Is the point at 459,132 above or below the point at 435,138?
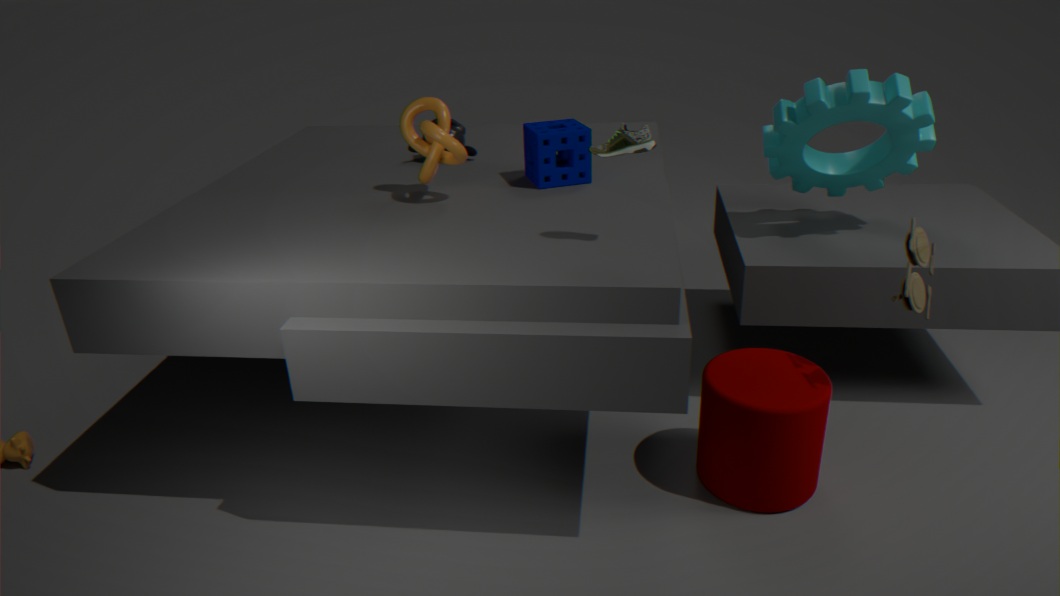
below
